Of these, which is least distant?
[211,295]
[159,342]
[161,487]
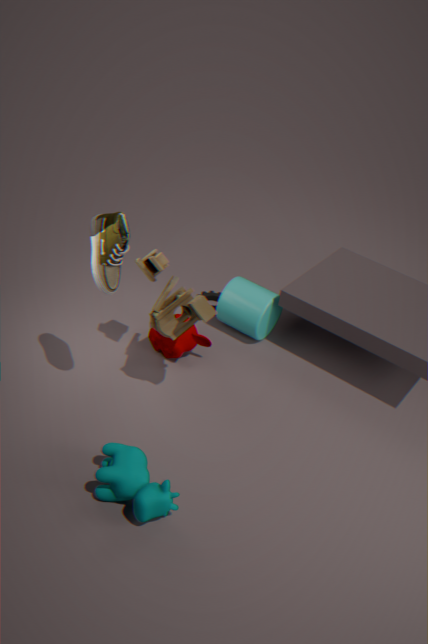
[161,487]
